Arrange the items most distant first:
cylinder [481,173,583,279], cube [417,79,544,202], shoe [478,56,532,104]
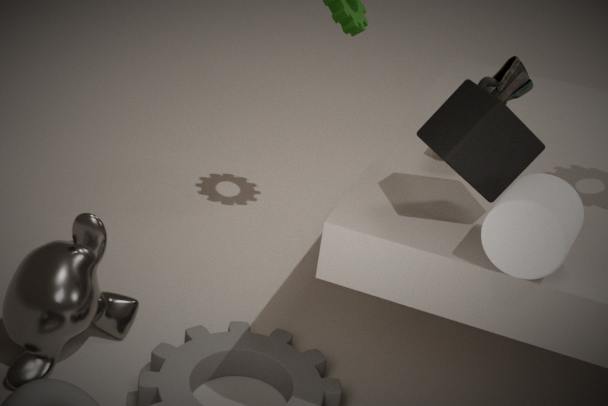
shoe [478,56,532,104] → cube [417,79,544,202] → cylinder [481,173,583,279]
